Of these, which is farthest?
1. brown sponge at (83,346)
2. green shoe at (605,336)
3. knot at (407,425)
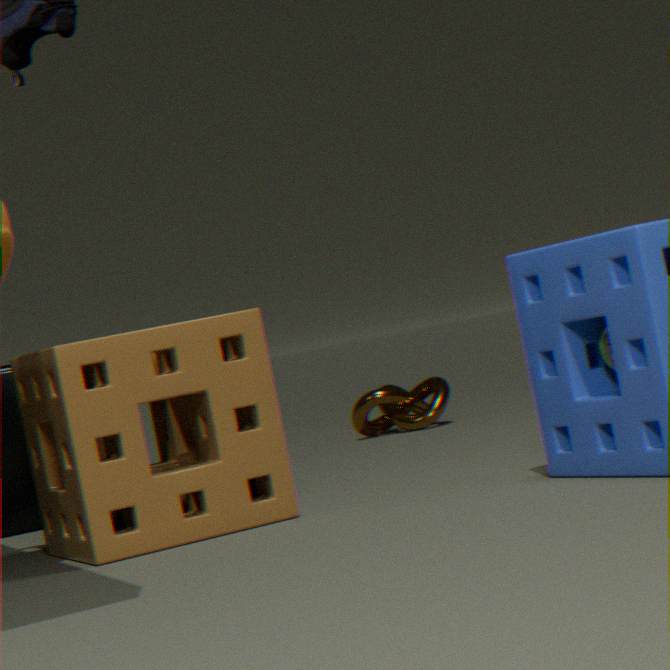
knot at (407,425)
